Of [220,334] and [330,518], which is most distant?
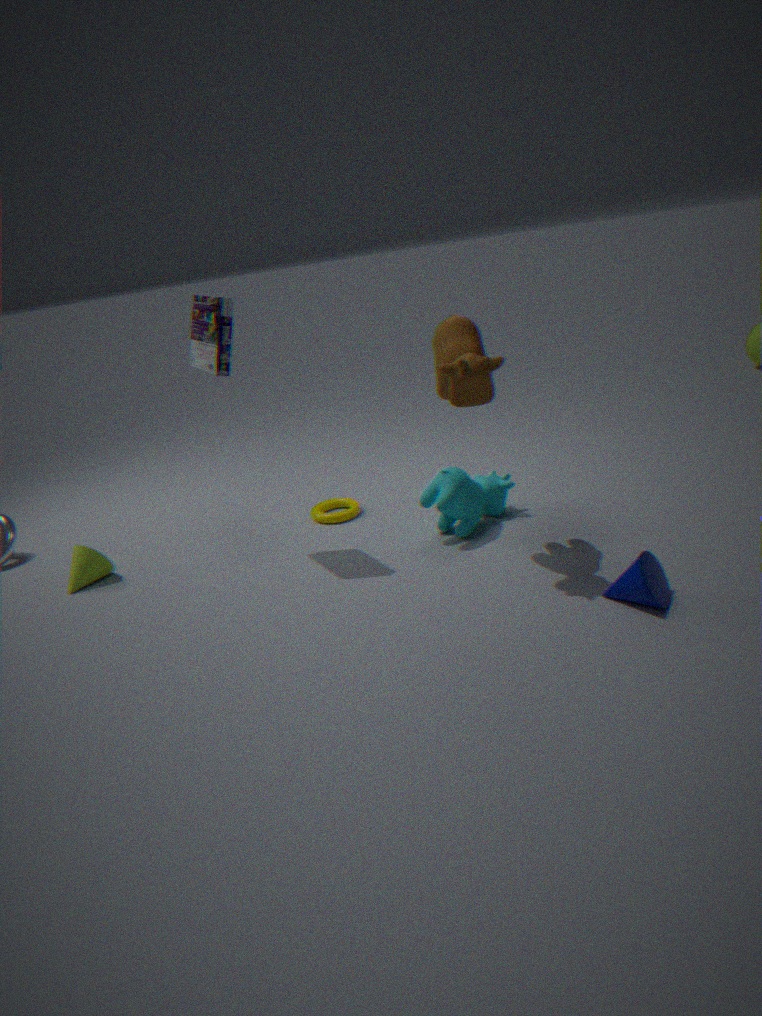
[330,518]
